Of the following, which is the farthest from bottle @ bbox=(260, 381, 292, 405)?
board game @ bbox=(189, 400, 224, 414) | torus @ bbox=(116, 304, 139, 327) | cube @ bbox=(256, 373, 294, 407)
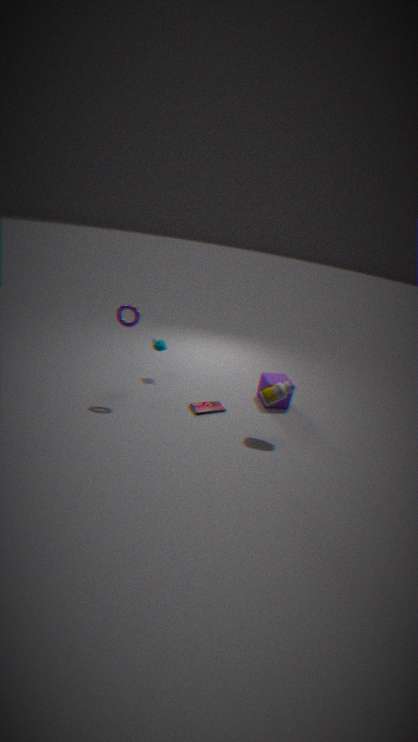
torus @ bbox=(116, 304, 139, 327)
